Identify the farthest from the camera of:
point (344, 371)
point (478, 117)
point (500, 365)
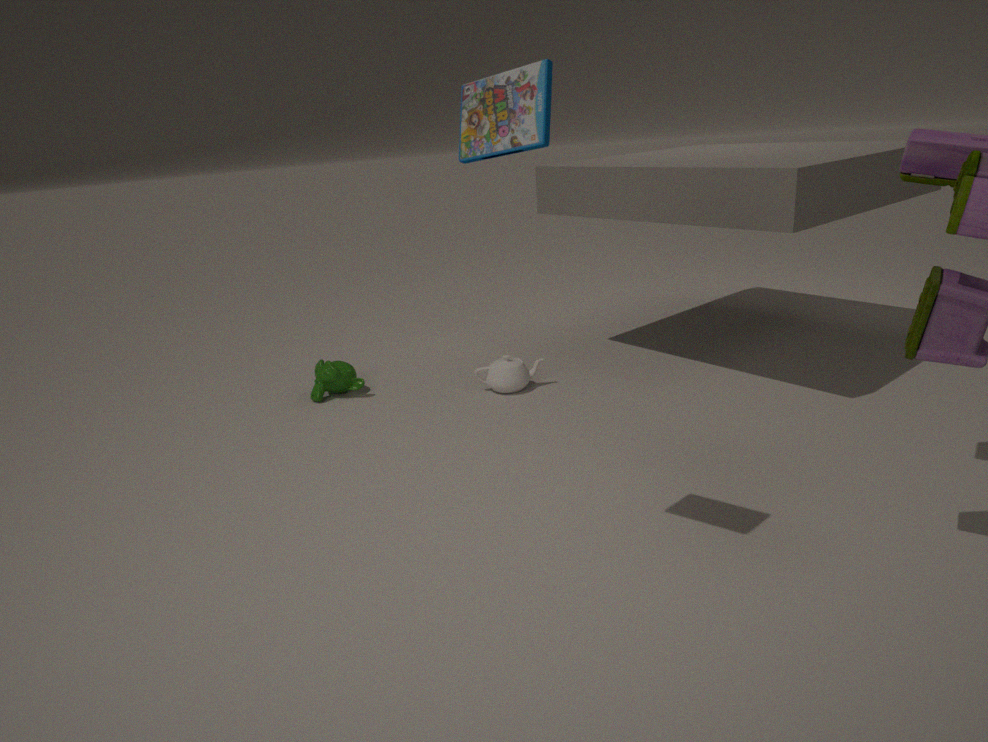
point (344, 371)
